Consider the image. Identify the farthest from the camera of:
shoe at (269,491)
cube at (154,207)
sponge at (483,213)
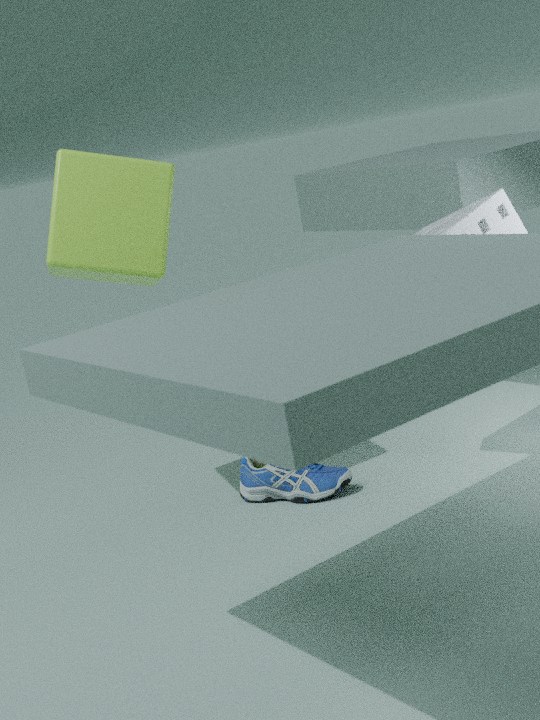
shoe at (269,491)
